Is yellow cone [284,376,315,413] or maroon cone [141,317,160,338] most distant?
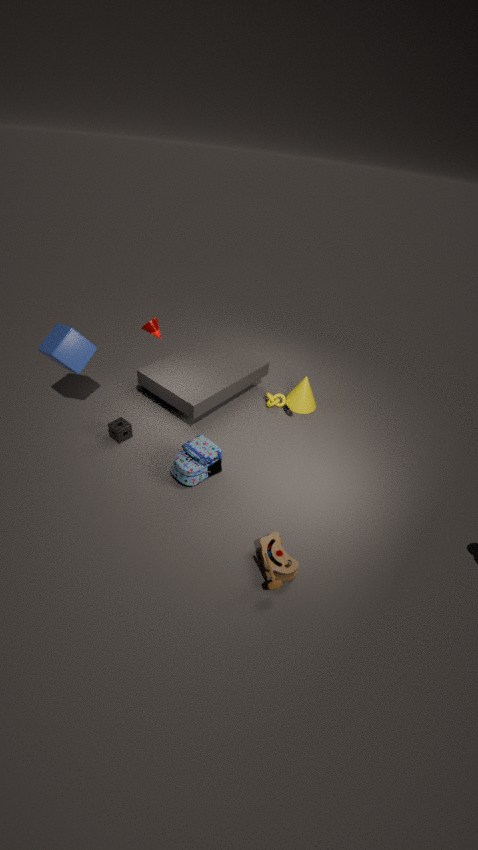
yellow cone [284,376,315,413]
